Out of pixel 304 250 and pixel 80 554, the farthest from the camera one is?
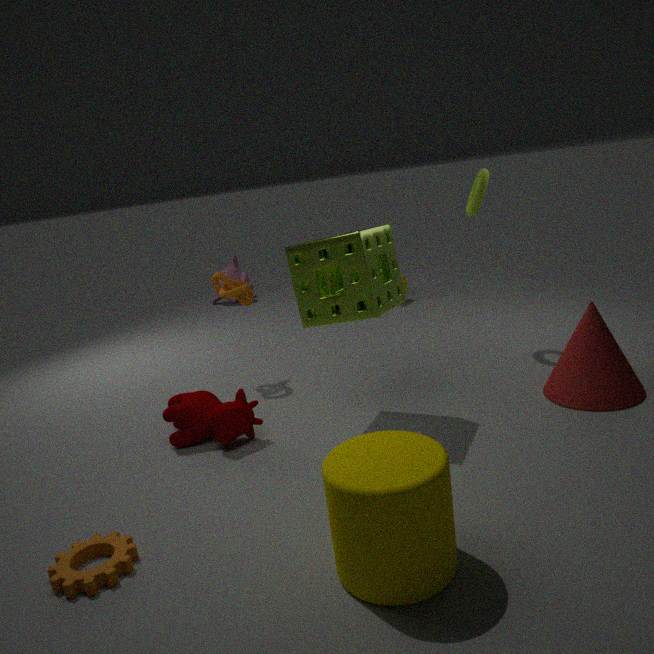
pixel 304 250
